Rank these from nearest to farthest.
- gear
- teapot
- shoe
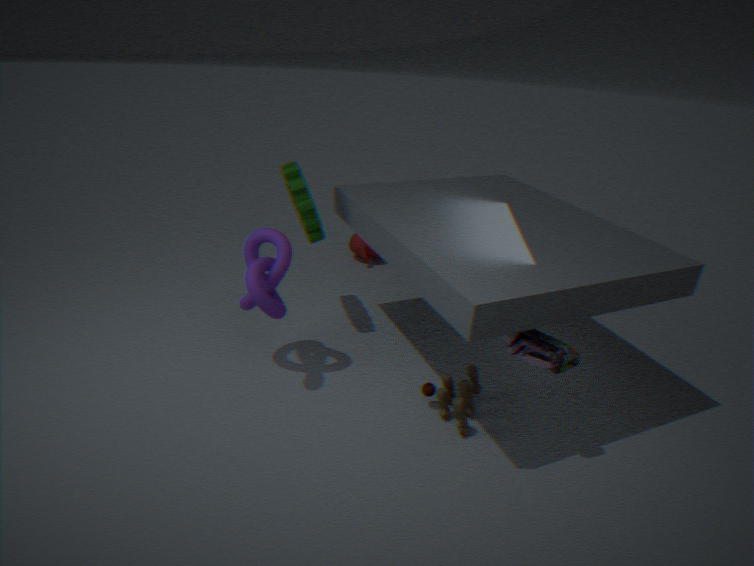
1. shoe
2. gear
3. teapot
